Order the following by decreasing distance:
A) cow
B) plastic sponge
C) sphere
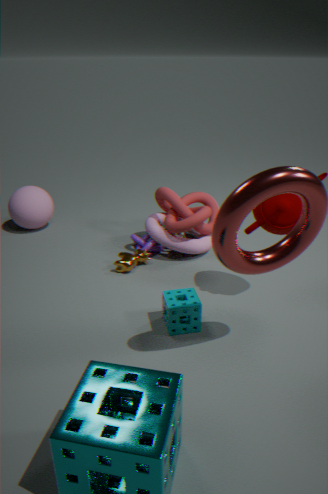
sphere, cow, plastic sponge
